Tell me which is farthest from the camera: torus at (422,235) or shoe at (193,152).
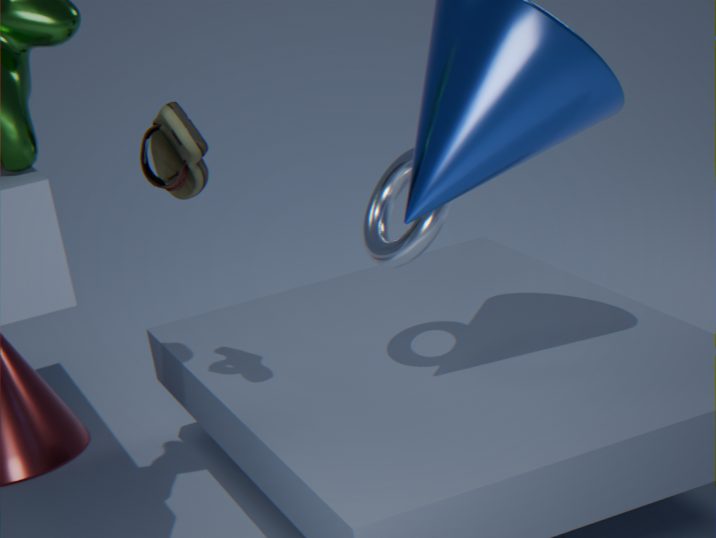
torus at (422,235)
